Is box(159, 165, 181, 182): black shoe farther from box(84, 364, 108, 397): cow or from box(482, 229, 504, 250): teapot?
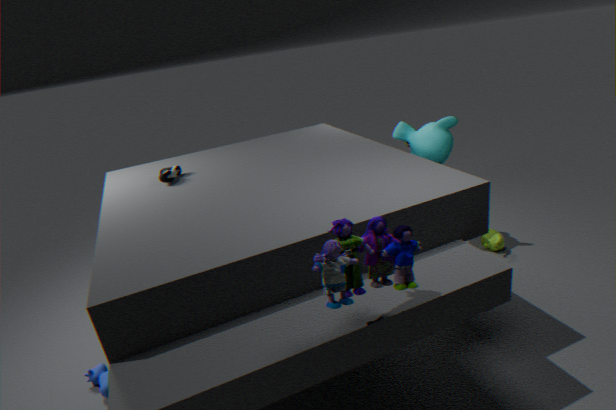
box(482, 229, 504, 250): teapot
